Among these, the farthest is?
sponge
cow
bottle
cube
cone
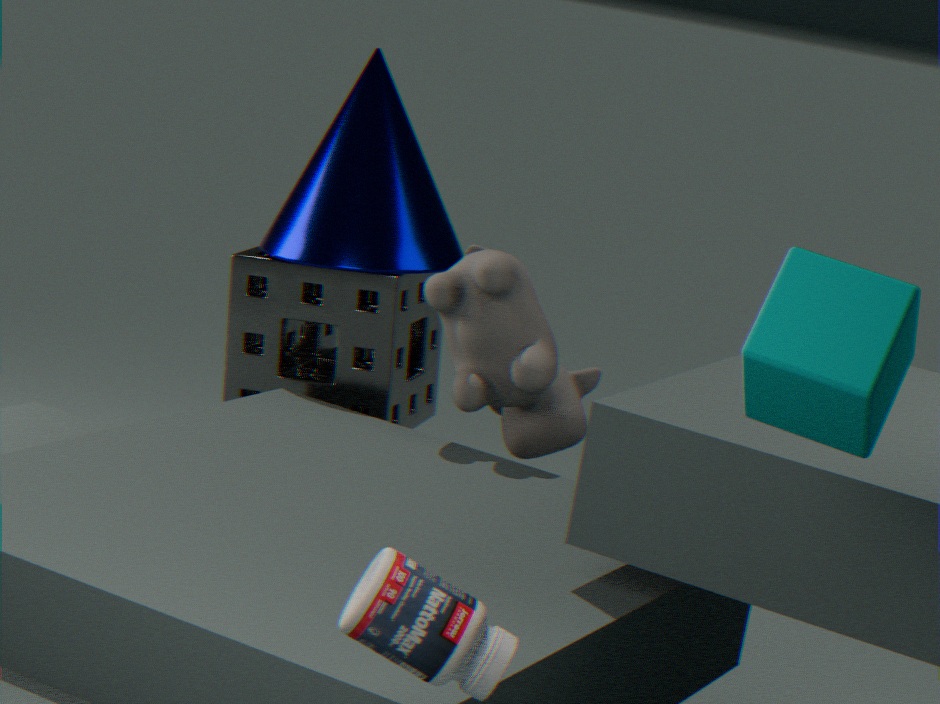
sponge
